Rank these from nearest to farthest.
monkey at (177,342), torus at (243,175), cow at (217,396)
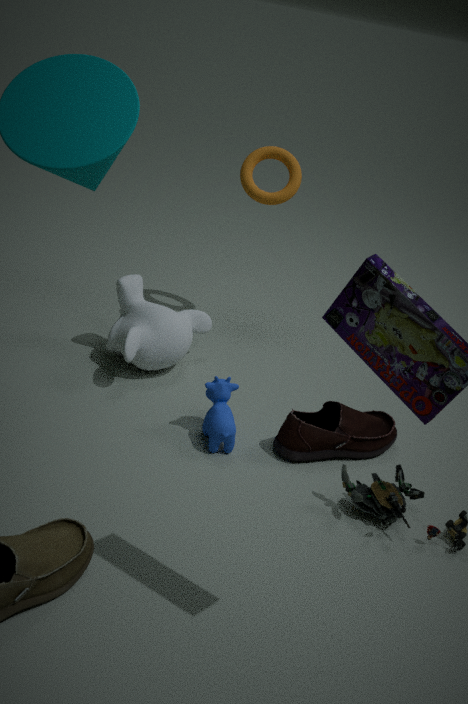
1. cow at (217,396)
2. monkey at (177,342)
3. torus at (243,175)
